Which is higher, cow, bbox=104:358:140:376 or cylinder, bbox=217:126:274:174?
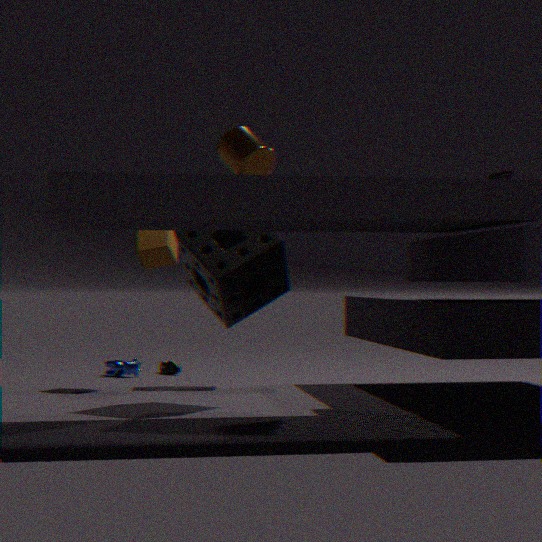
cylinder, bbox=217:126:274:174
